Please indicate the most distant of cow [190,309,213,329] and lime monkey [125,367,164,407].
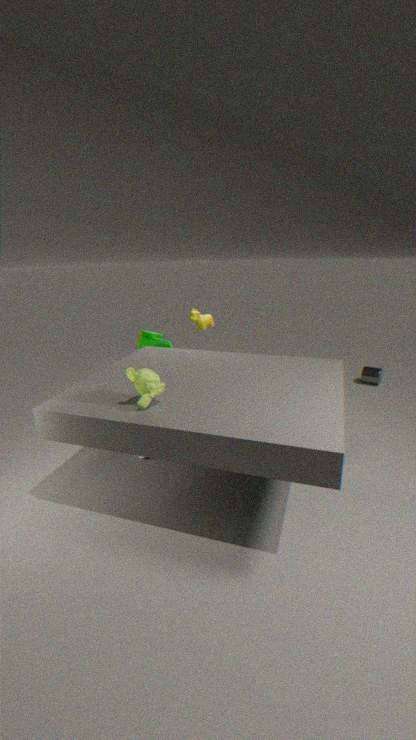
cow [190,309,213,329]
